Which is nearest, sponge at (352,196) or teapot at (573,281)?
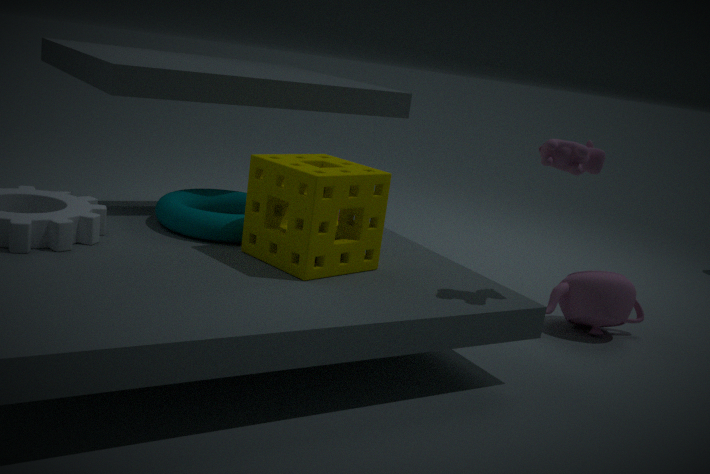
sponge at (352,196)
